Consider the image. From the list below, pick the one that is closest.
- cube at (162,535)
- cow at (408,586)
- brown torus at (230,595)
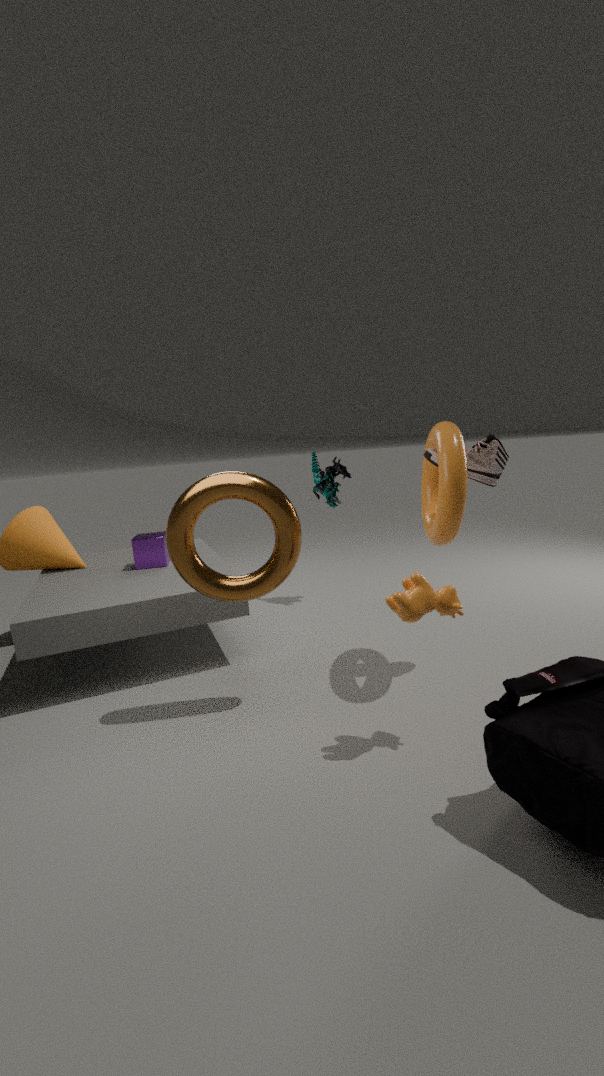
cow at (408,586)
